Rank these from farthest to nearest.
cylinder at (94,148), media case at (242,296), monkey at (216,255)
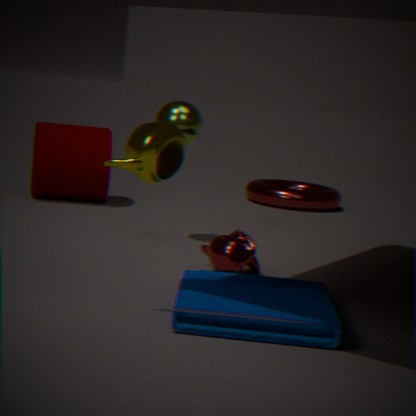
1. cylinder at (94,148)
2. monkey at (216,255)
3. media case at (242,296)
